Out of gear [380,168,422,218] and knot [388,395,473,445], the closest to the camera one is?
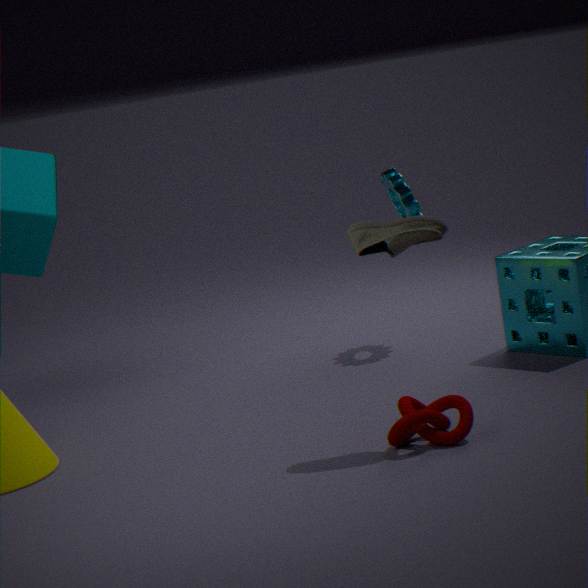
knot [388,395,473,445]
